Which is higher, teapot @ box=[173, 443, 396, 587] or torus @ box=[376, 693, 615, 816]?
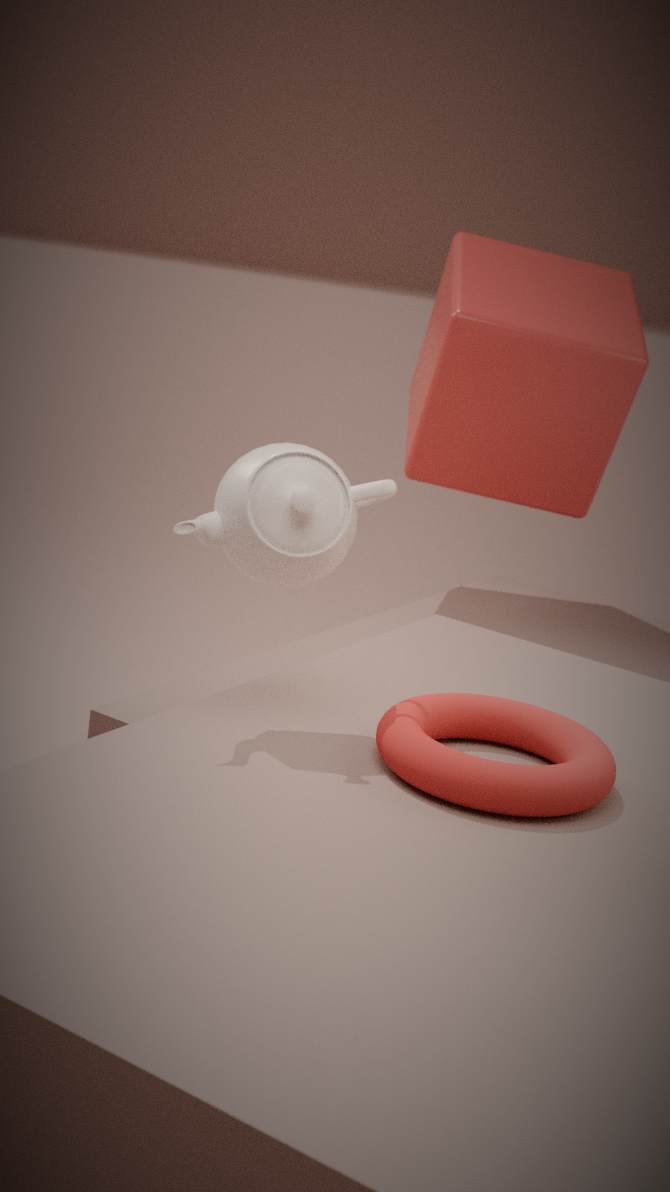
teapot @ box=[173, 443, 396, 587]
